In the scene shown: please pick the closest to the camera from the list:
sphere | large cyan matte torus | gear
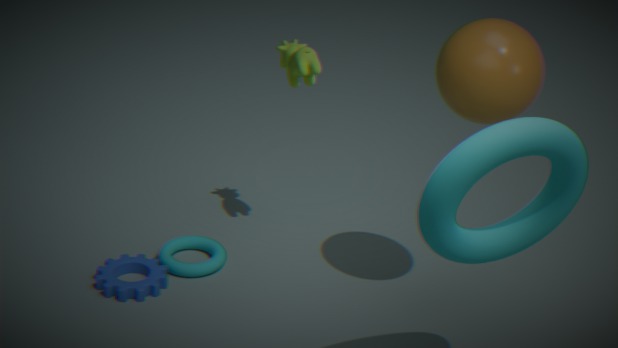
large cyan matte torus
